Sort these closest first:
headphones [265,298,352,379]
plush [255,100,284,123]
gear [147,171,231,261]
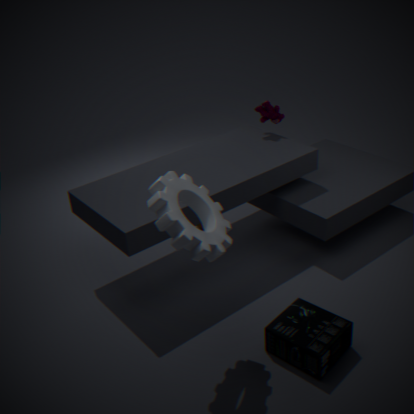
gear [147,171,231,261]
headphones [265,298,352,379]
plush [255,100,284,123]
